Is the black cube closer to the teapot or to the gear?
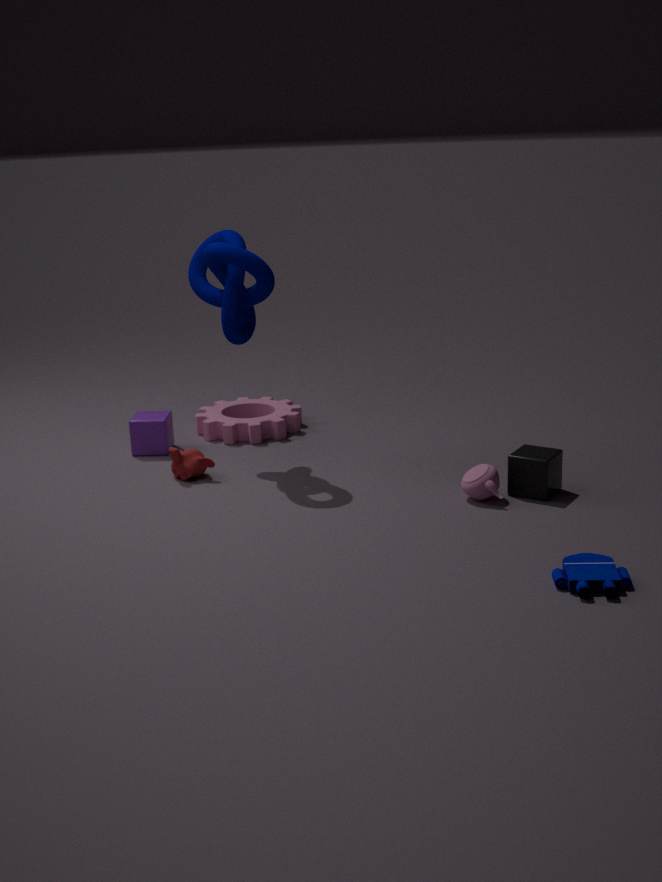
the teapot
